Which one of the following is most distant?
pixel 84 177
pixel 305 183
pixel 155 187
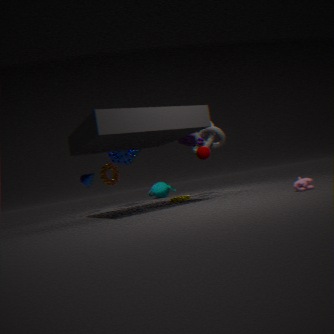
pixel 155 187
